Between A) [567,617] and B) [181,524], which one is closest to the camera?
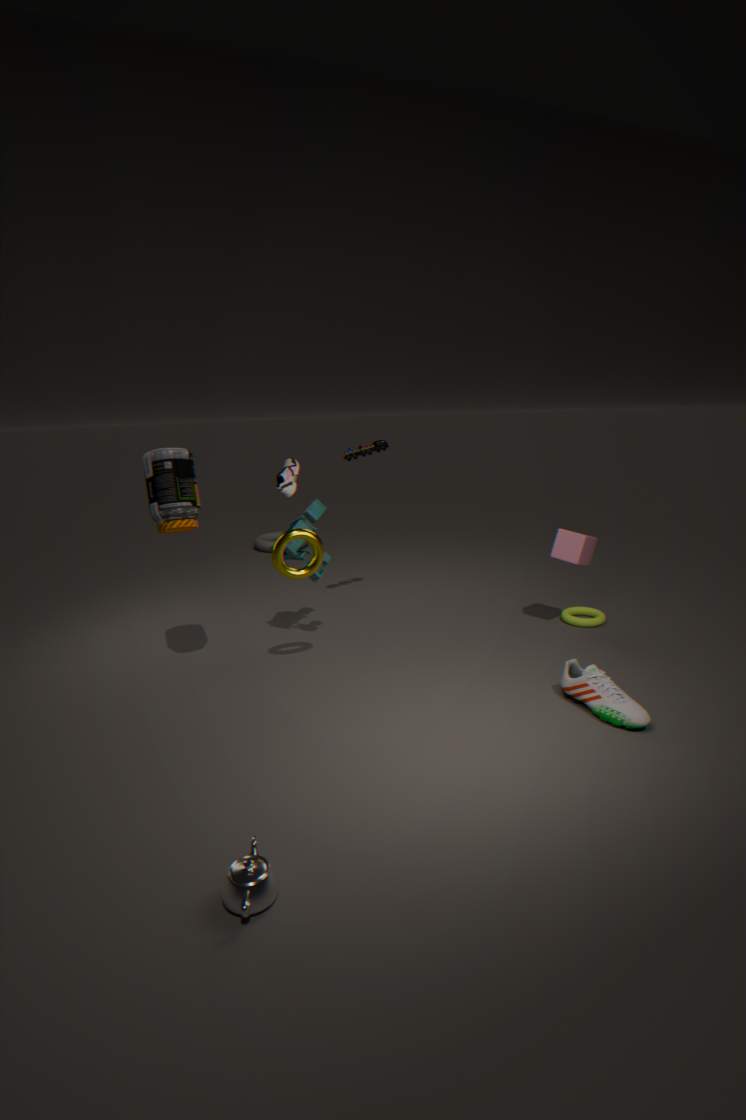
B. [181,524]
